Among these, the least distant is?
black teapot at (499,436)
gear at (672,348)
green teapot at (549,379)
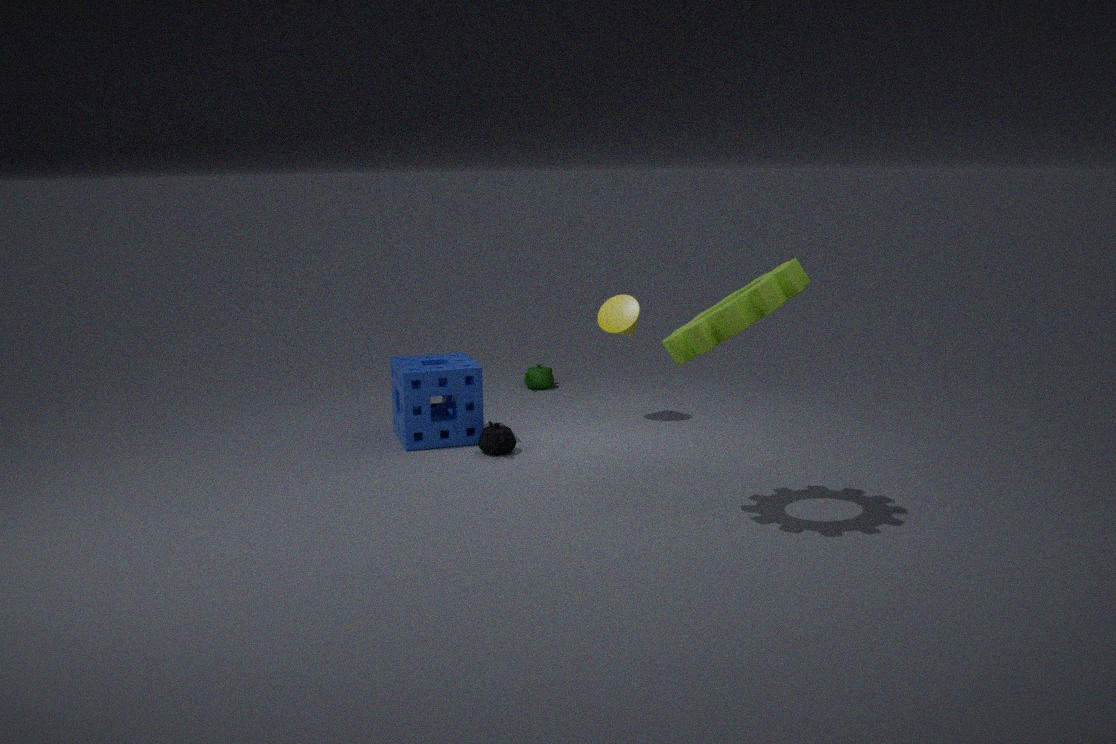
gear at (672,348)
